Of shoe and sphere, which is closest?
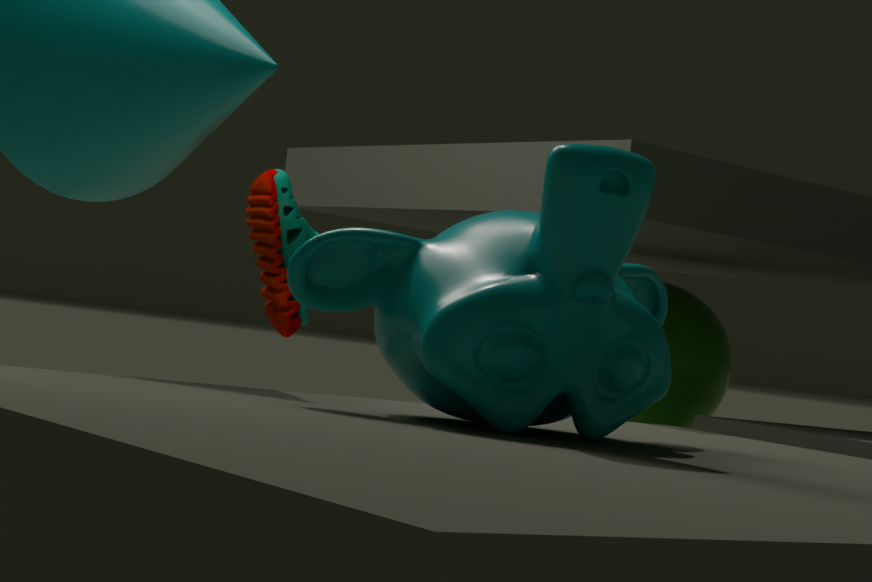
shoe
